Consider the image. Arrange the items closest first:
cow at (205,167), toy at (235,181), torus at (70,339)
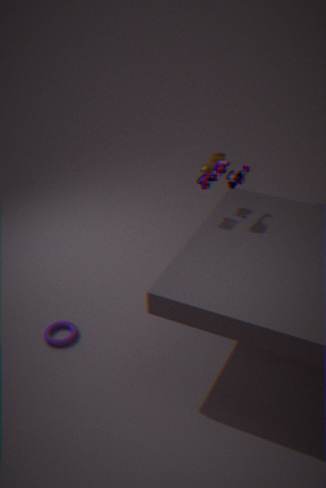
toy at (235,181) → torus at (70,339) → cow at (205,167)
